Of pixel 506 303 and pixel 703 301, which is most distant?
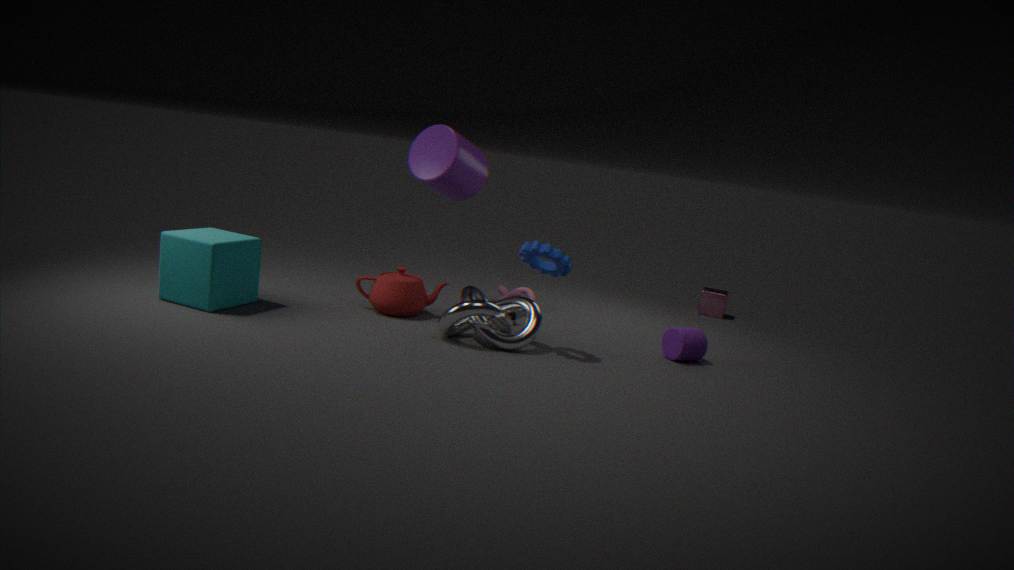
pixel 703 301
